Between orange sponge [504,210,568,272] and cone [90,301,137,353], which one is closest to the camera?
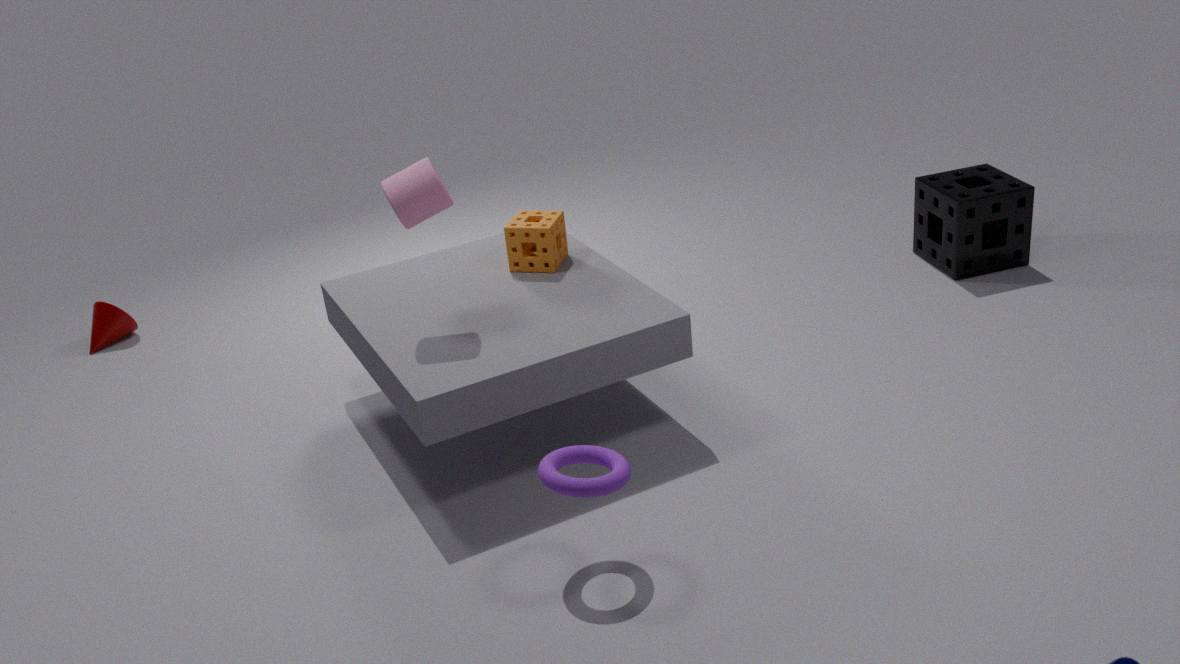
orange sponge [504,210,568,272]
